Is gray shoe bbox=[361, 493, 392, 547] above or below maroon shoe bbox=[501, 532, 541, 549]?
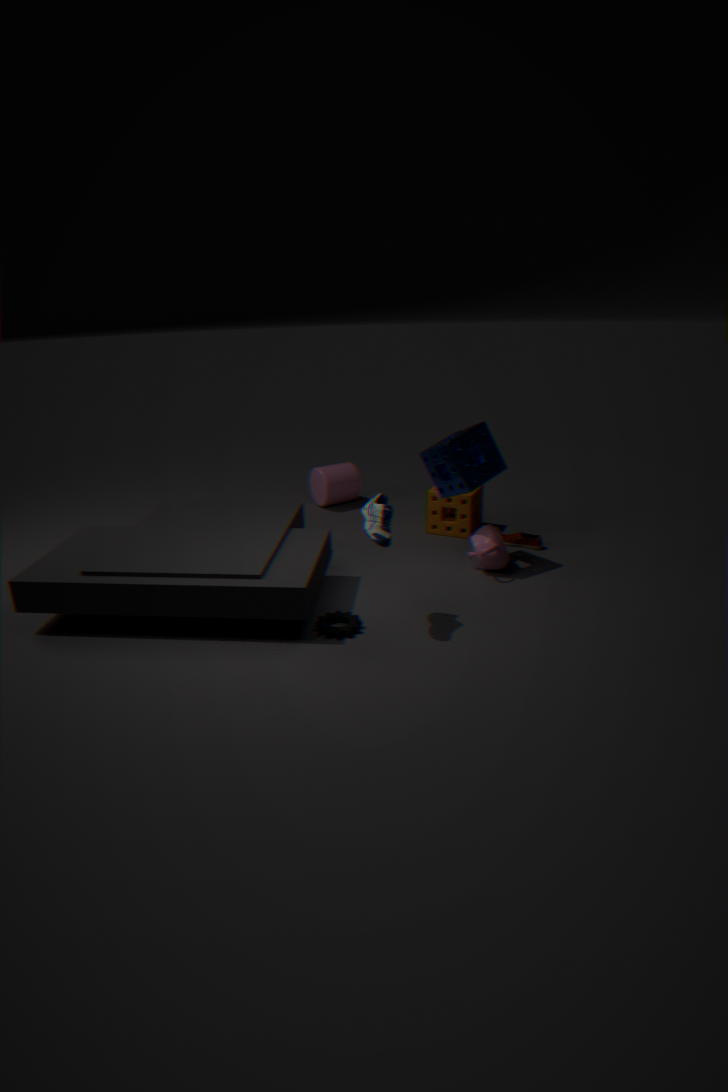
above
